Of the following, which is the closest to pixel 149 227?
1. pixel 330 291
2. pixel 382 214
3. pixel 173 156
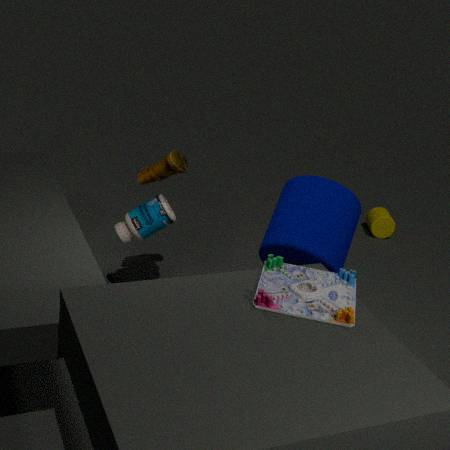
pixel 173 156
